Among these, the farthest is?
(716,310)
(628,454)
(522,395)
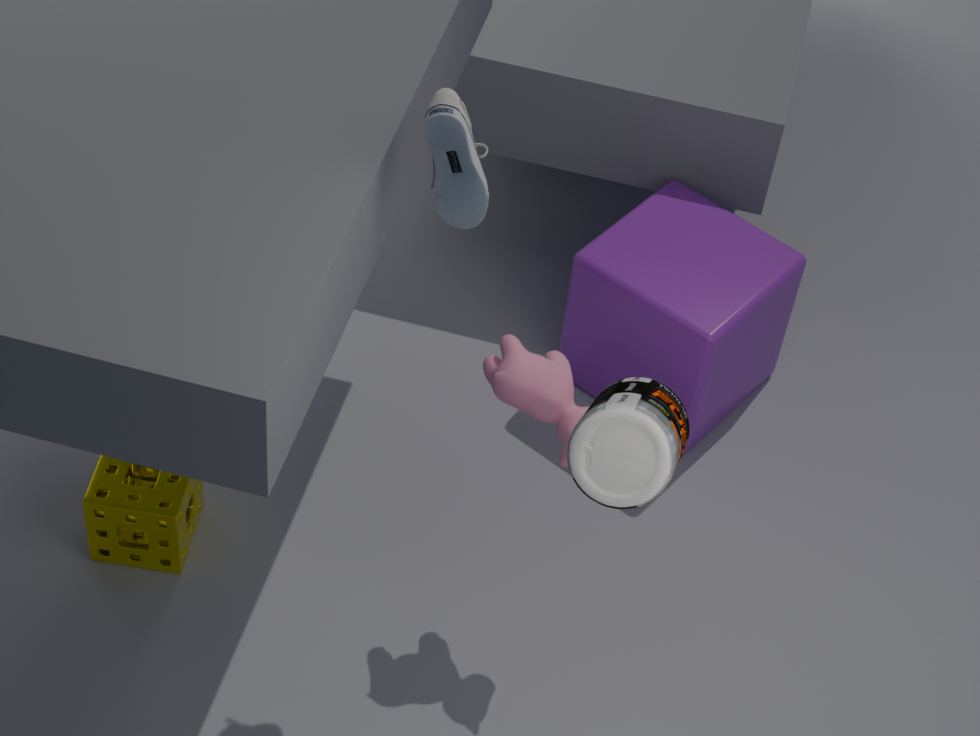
(716,310)
